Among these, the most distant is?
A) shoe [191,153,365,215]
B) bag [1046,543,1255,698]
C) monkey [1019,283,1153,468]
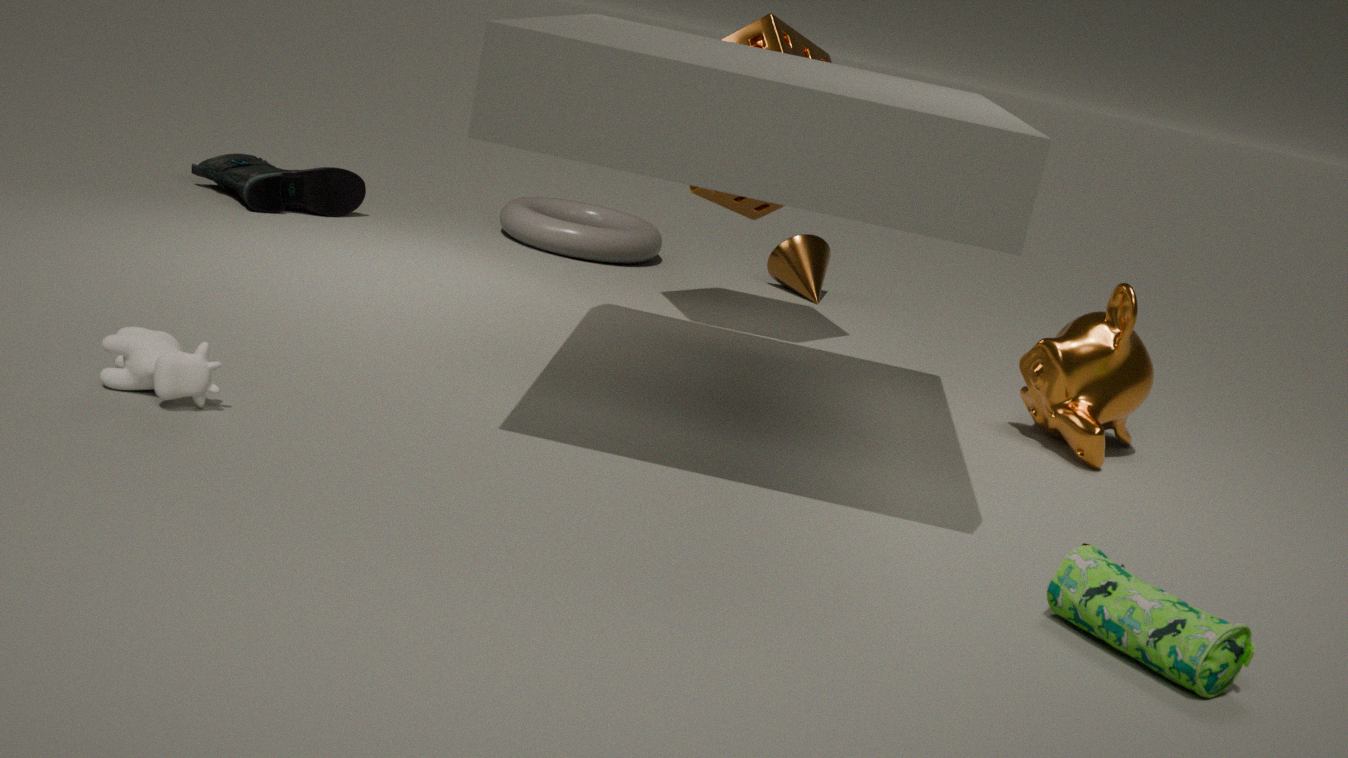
shoe [191,153,365,215]
